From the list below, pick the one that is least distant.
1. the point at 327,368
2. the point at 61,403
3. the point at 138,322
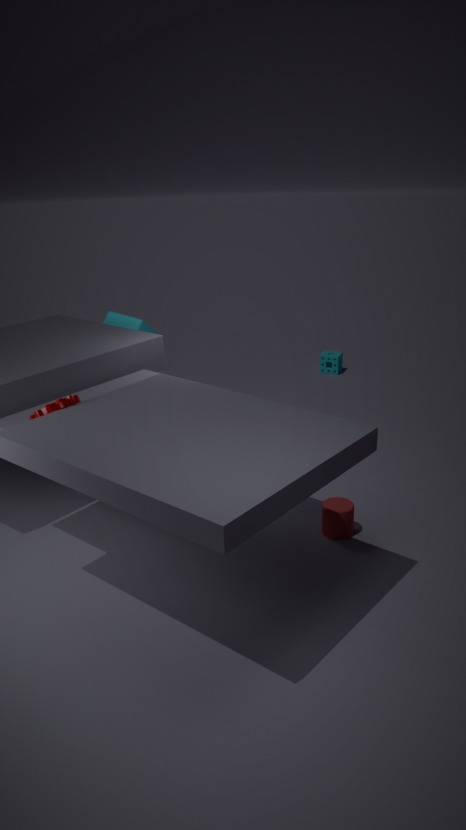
the point at 61,403
